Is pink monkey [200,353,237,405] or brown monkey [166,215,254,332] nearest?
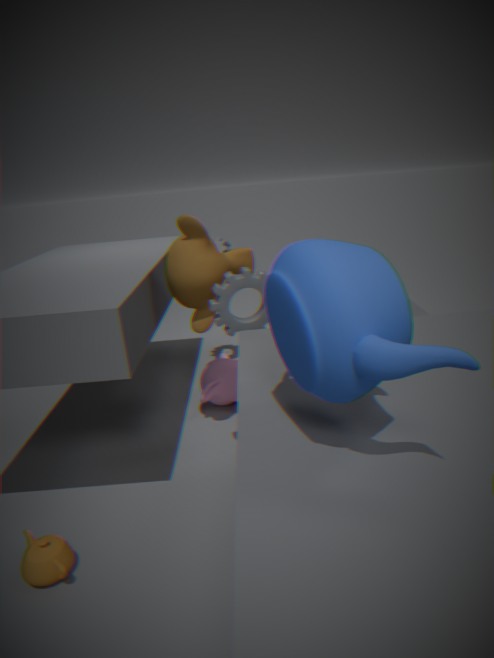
brown monkey [166,215,254,332]
